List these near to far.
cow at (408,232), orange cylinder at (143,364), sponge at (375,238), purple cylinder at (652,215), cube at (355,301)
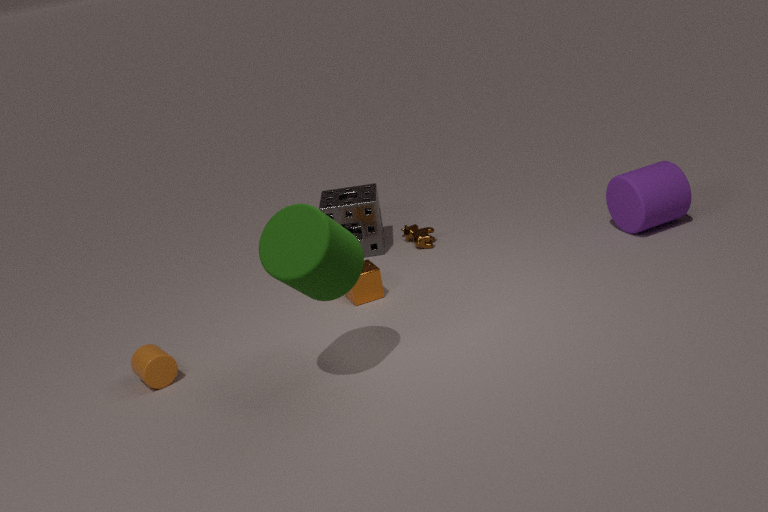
1. orange cylinder at (143,364)
2. cube at (355,301)
3. purple cylinder at (652,215)
4. sponge at (375,238)
5. cow at (408,232)
